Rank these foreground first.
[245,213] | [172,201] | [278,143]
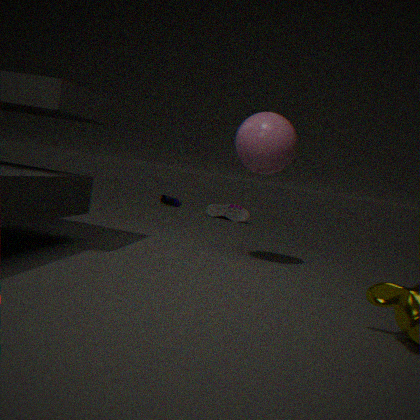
[278,143] → [245,213] → [172,201]
